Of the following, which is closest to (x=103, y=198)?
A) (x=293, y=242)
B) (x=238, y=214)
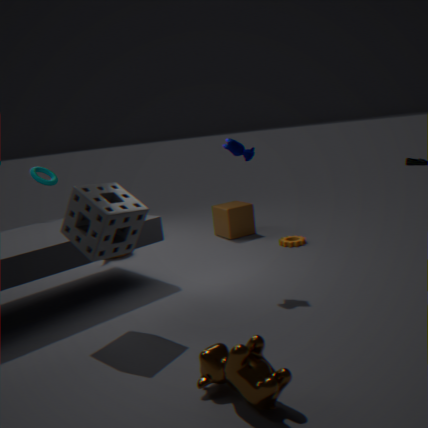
(x=293, y=242)
